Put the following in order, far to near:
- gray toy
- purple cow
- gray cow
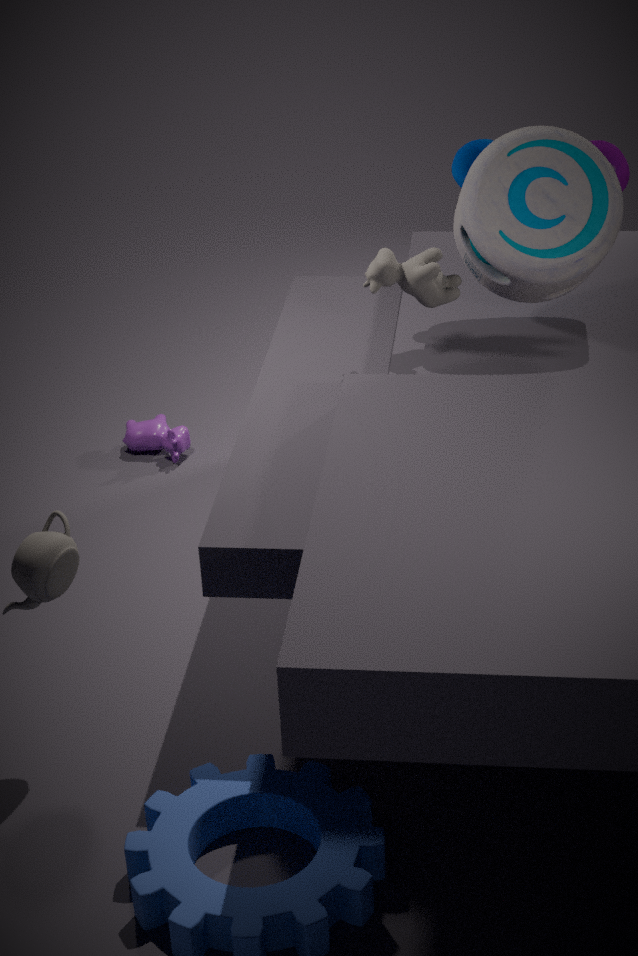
purple cow → gray cow → gray toy
